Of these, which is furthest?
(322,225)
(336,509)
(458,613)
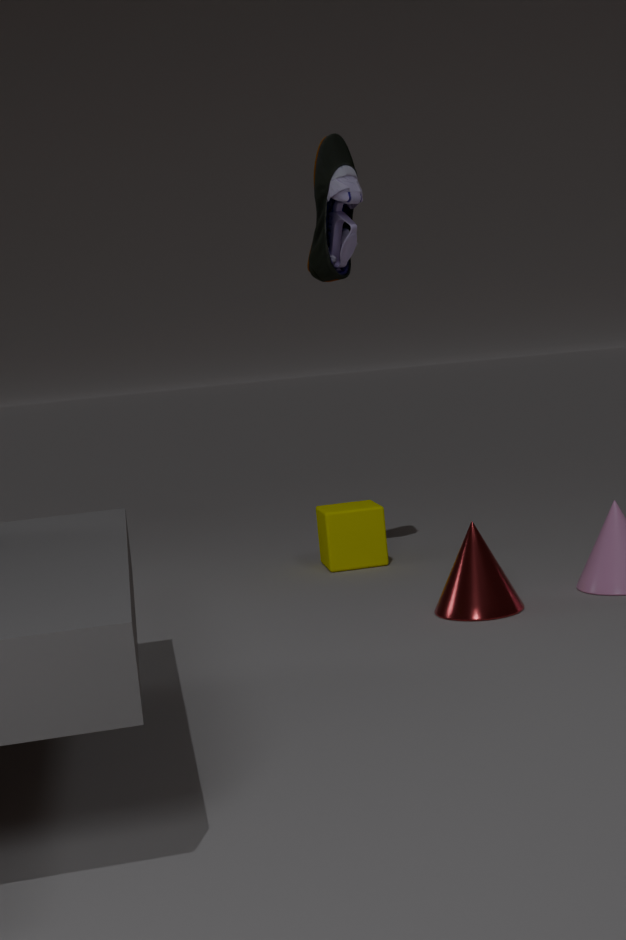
(336,509)
